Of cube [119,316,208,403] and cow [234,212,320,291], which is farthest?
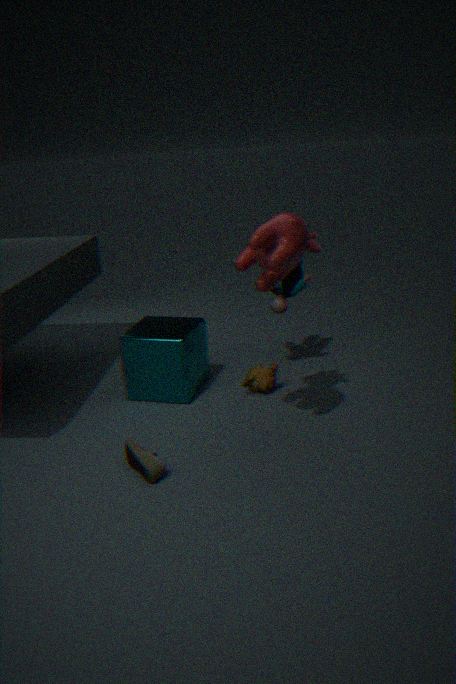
cube [119,316,208,403]
